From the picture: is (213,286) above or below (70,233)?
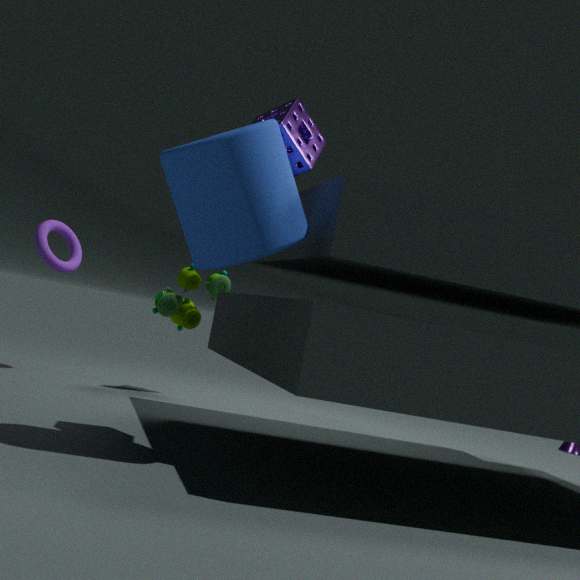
below
